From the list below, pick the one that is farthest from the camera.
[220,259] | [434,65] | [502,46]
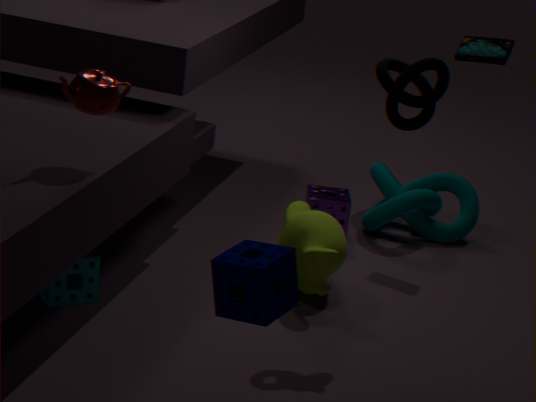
[502,46]
